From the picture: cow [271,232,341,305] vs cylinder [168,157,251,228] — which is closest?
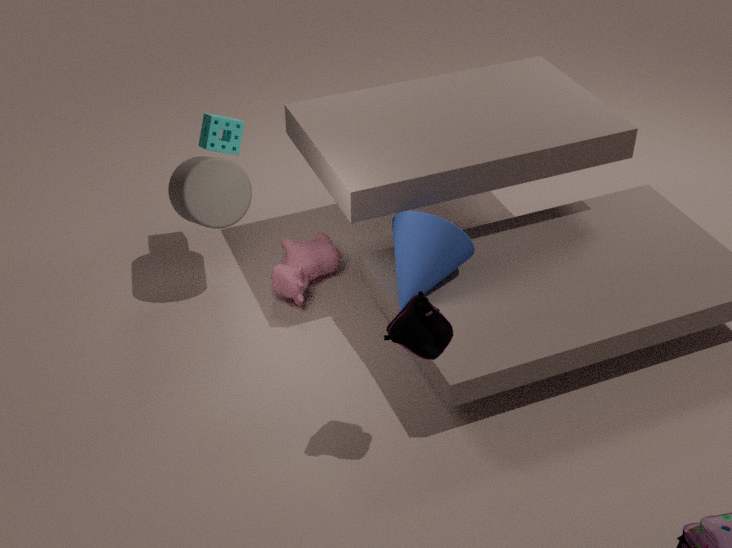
cylinder [168,157,251,228]
